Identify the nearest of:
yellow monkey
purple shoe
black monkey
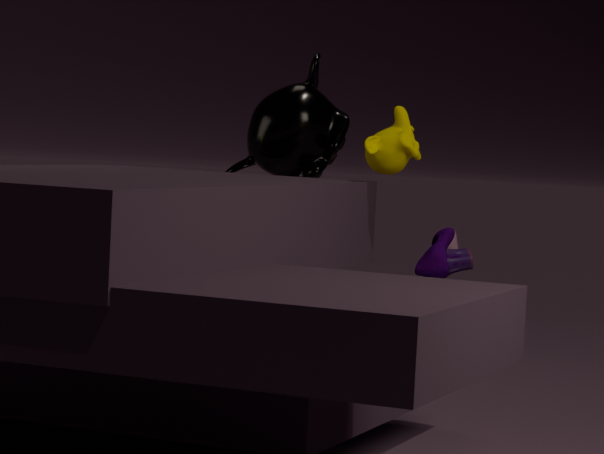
purple shoe
